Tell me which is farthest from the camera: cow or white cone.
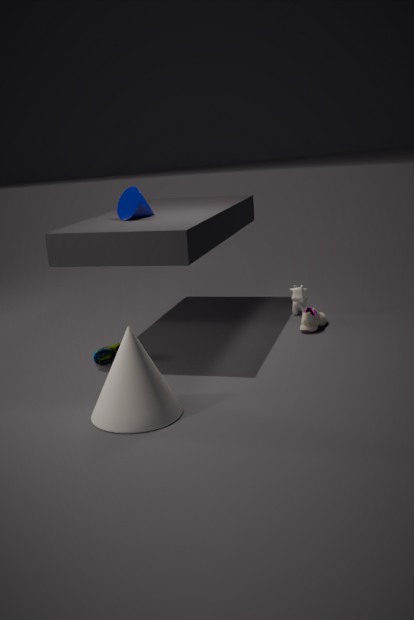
cow
